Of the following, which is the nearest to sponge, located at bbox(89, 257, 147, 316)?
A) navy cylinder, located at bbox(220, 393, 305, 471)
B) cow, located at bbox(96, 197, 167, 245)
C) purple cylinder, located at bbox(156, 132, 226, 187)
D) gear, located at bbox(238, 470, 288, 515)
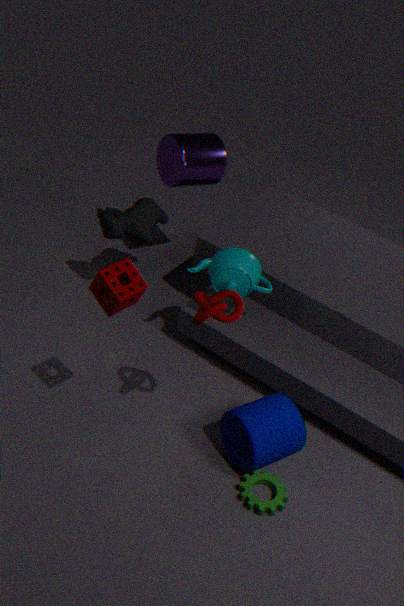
navy cylinder, located at bbox(220, 393, 305, 471)
